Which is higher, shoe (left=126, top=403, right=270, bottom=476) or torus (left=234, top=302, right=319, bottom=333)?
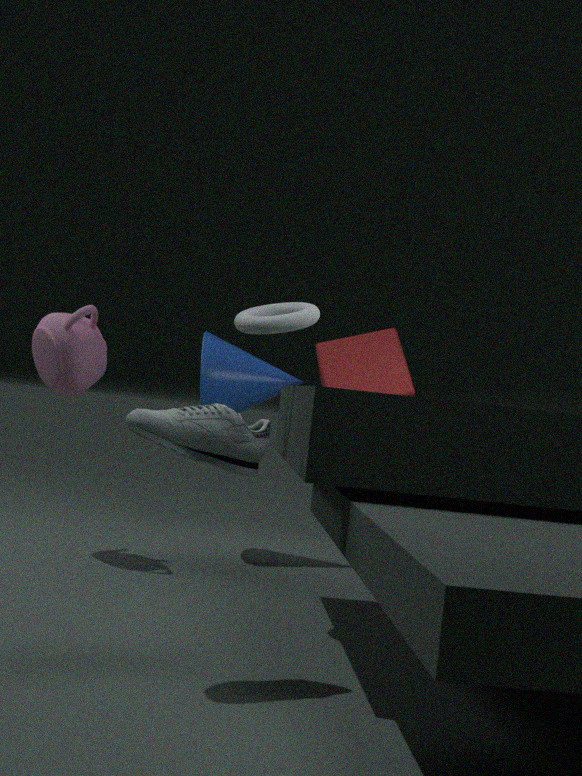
torus (left=234, top=302, right=319, bottom=333)
